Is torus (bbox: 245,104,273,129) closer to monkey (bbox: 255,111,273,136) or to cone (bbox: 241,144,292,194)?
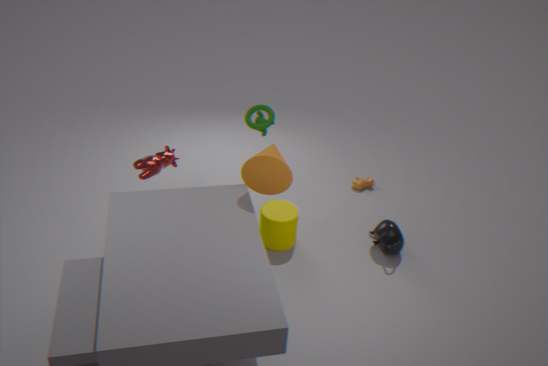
cone (bbox: 241,144,292,194)
